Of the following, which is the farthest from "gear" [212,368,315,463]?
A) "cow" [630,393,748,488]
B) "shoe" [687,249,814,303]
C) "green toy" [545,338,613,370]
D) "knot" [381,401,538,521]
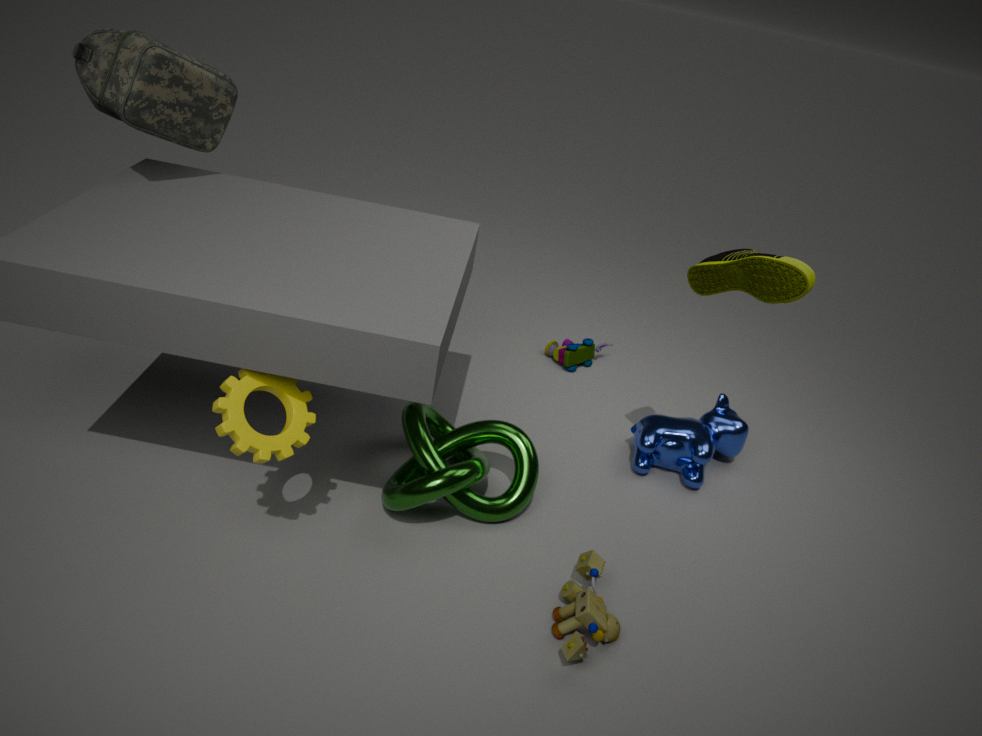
"green toy" [545,338,613,370]
